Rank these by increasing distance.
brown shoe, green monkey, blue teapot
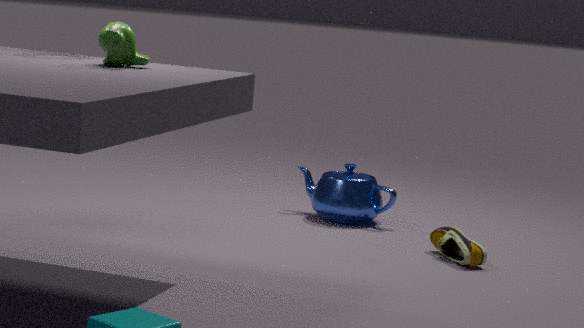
green monkey < brown shoe < blue teapot
